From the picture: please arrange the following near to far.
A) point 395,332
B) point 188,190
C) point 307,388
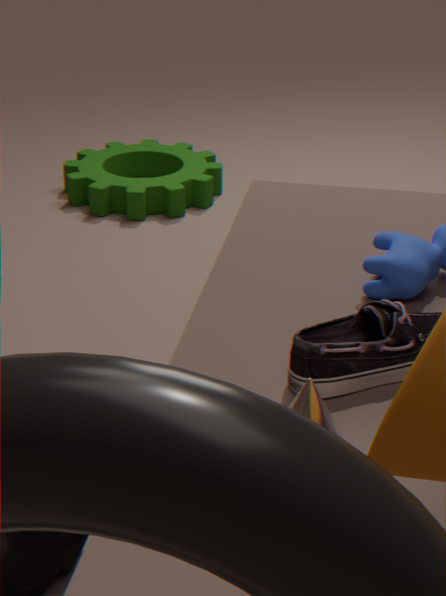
point 307,388 < point 395,332 < point 188,190
